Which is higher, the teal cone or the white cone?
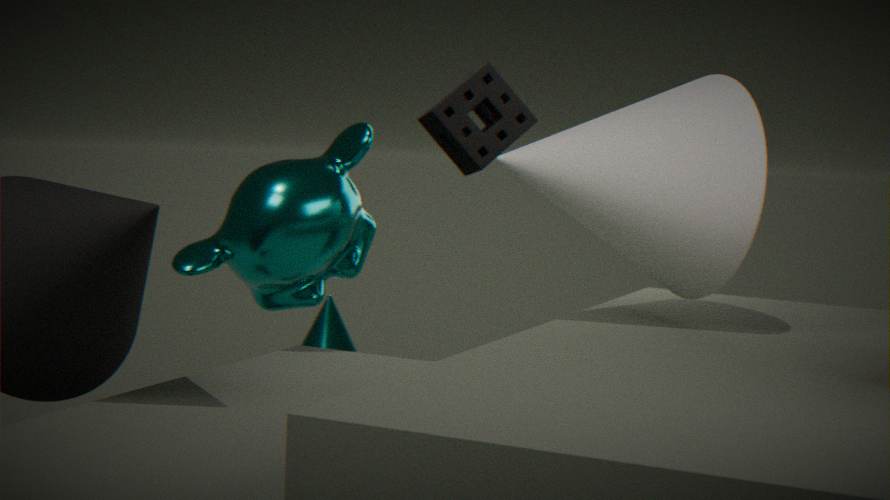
the white cone
